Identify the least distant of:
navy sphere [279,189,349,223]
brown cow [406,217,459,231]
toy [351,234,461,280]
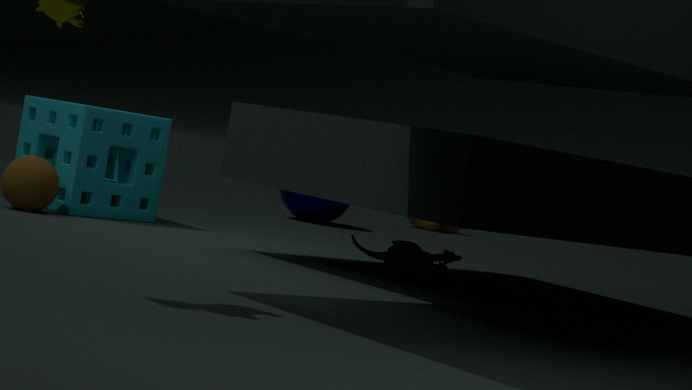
toy [351,234,461,280]
